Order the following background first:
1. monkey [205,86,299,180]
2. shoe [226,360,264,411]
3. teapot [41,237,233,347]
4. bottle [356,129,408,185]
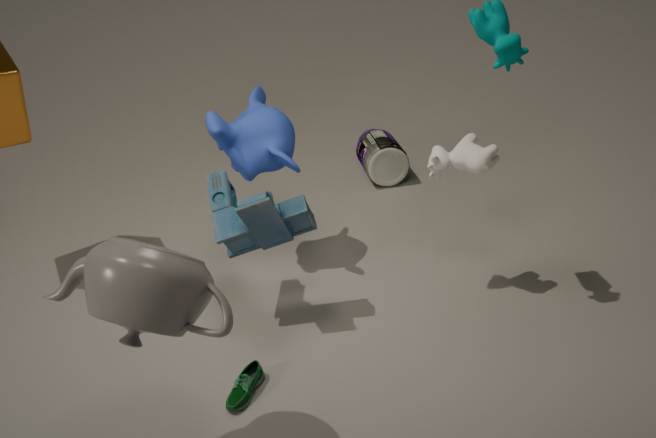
bottle [356,129,408,185] < monkey [205,86,299,180] < shoe [226,360,264,411] < teapot [41,237,233,347]
